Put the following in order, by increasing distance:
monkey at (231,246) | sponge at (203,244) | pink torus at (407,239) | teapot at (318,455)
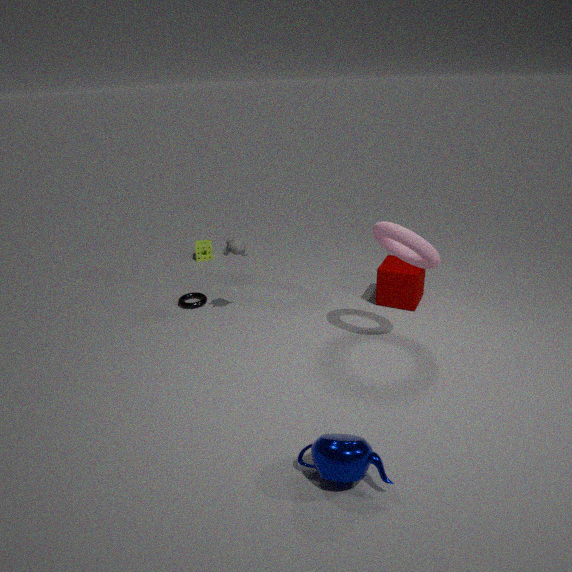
teapot at (318,455)
pink torus at (407,239)
monkey at (231,246)
sponge at (203,244)
